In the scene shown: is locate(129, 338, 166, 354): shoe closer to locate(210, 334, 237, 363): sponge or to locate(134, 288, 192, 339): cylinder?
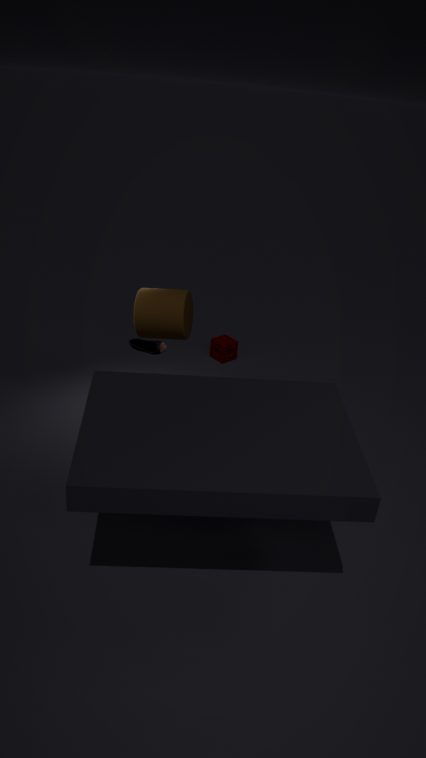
locate(134, 288, 192, 339): cylinder
